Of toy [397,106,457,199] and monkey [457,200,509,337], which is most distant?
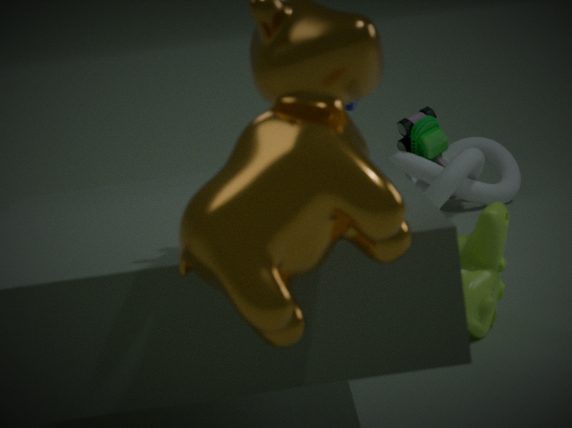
toy [397,106,457,199]
